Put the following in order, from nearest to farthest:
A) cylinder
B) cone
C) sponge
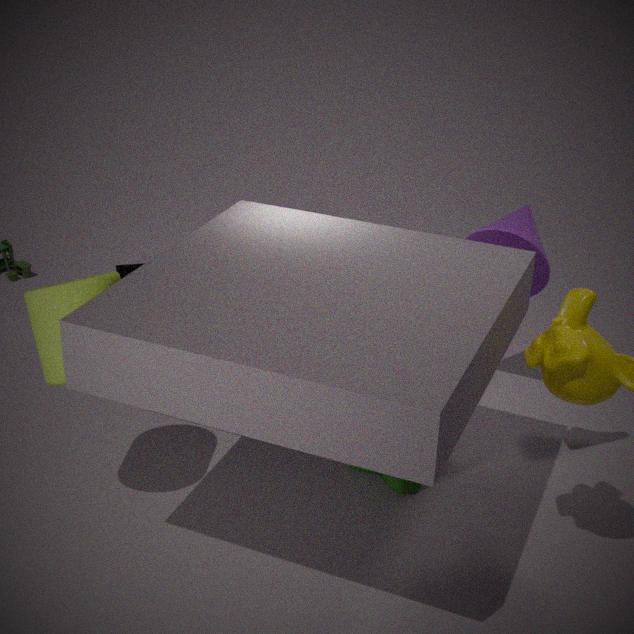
1. cylinder
2. cone
3. sponge
